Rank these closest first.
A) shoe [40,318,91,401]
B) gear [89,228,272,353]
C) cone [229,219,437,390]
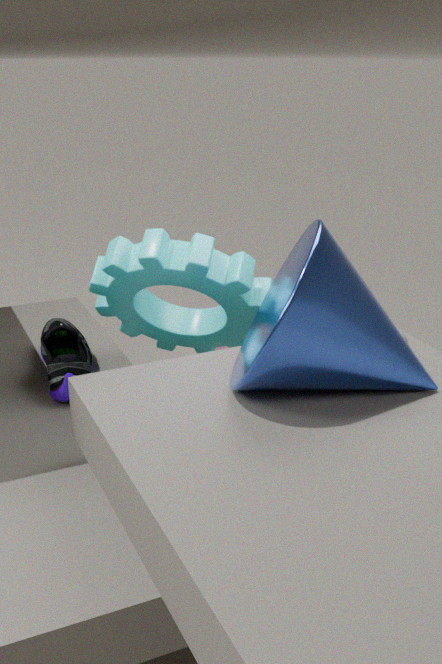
cone [229,219,437,390] < gear [89,228,272,353] < shoe [40,318,91,401]
